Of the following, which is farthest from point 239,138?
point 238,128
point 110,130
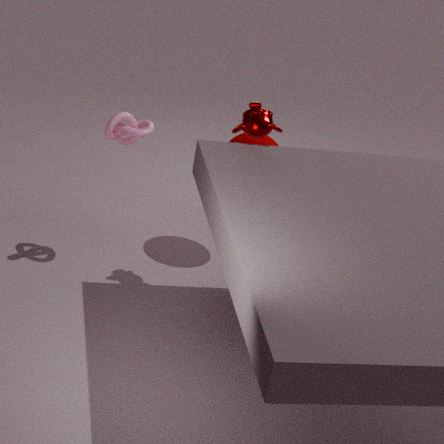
point 110,130
